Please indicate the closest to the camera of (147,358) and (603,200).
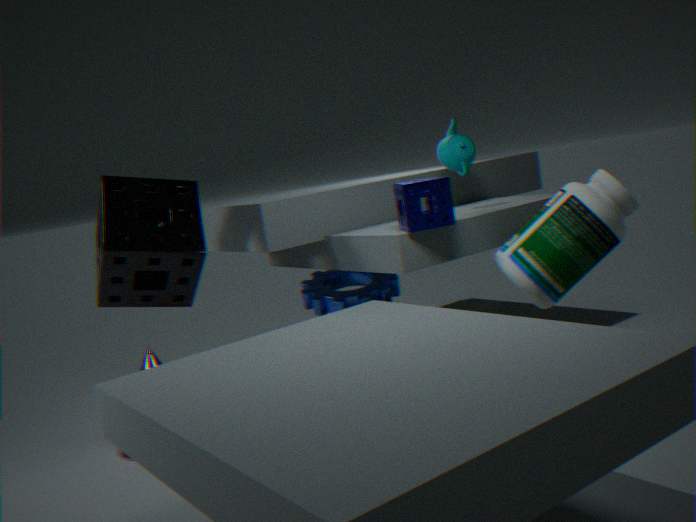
(603,200)
